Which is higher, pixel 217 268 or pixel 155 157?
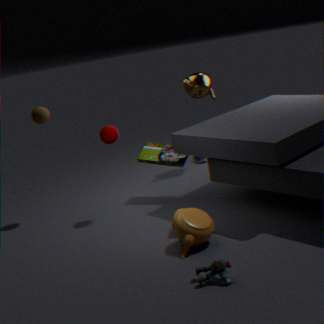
pixel 155 157
